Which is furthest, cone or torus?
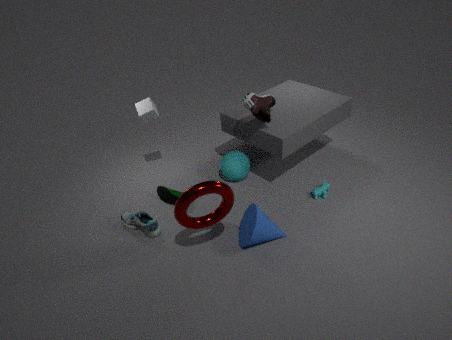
cone
